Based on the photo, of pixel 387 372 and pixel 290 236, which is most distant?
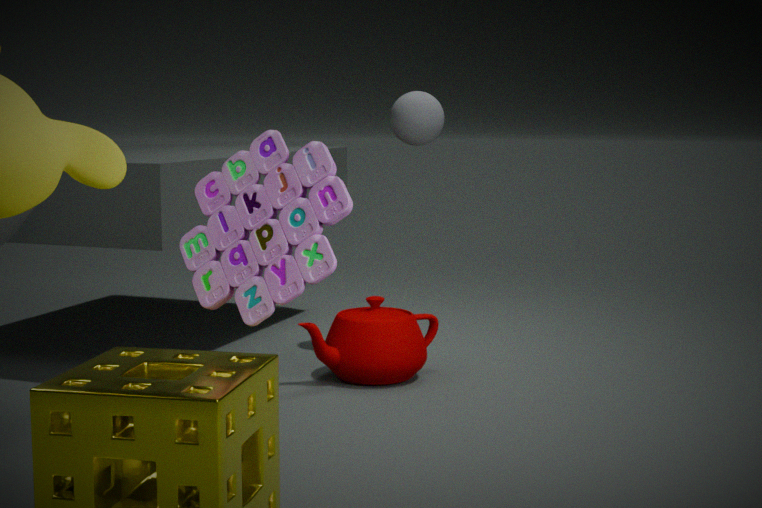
pixel 387 372
